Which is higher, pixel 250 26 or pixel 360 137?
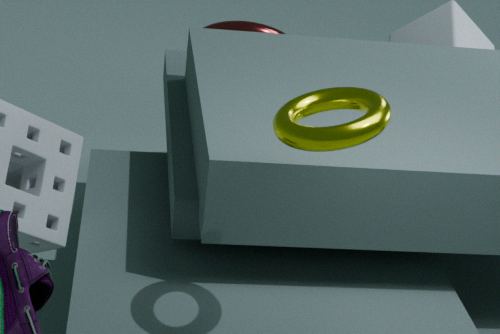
pixel 360 137
